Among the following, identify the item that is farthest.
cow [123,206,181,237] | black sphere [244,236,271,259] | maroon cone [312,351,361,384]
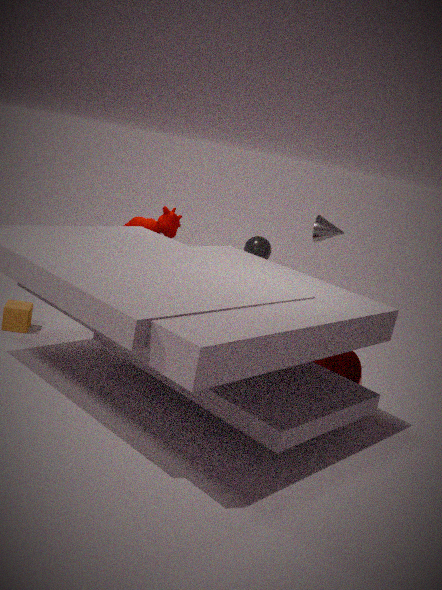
black sphere [244,236,271,259]
